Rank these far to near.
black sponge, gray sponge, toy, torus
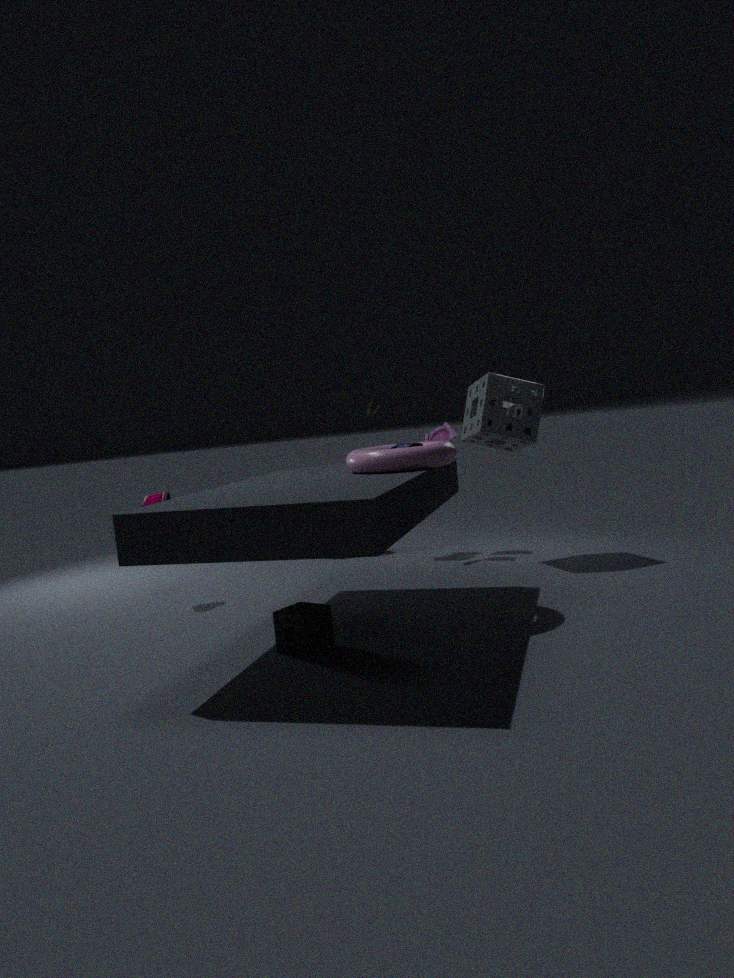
Result: 1. toy
2. gray sponge
3. torus
4. black sponge
